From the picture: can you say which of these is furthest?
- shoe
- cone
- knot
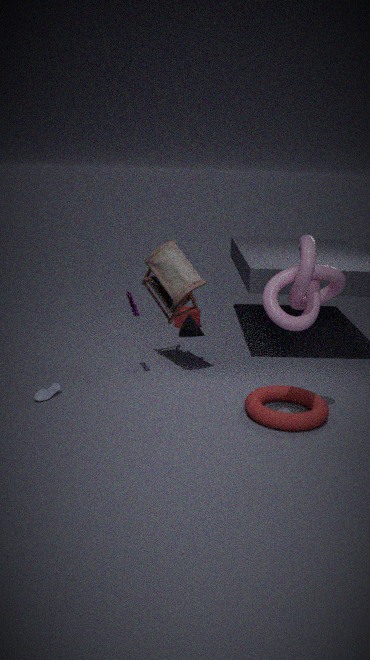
cone
